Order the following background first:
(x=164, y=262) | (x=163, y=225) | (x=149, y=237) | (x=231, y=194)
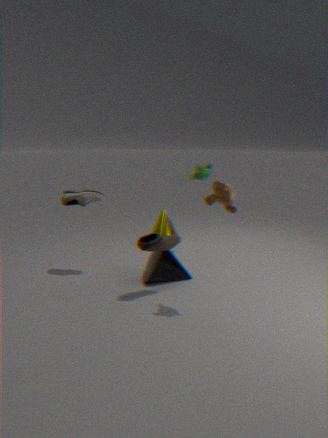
1. (x=163, y=225)
2. (x=164, y=262)
3. (x=149, y=237)
4. (x=231, y=194)
